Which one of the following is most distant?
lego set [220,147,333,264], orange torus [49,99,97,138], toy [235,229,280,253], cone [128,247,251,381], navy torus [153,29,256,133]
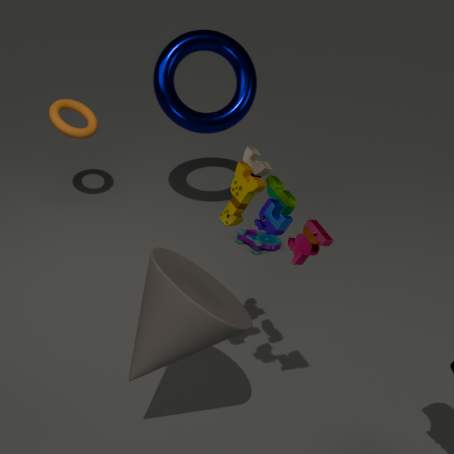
toy [235,229,280,253]
